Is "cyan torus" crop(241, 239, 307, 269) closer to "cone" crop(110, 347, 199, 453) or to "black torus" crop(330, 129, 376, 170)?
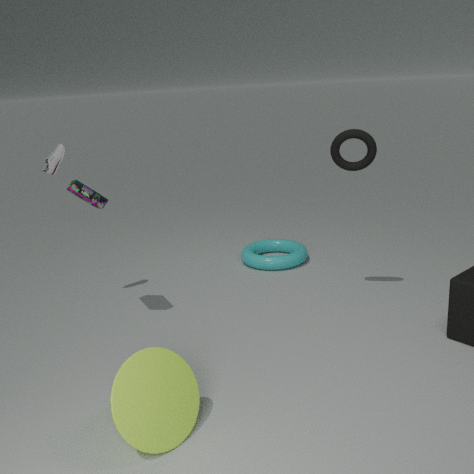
"black torus" crop(330, 129, 376, 170)
